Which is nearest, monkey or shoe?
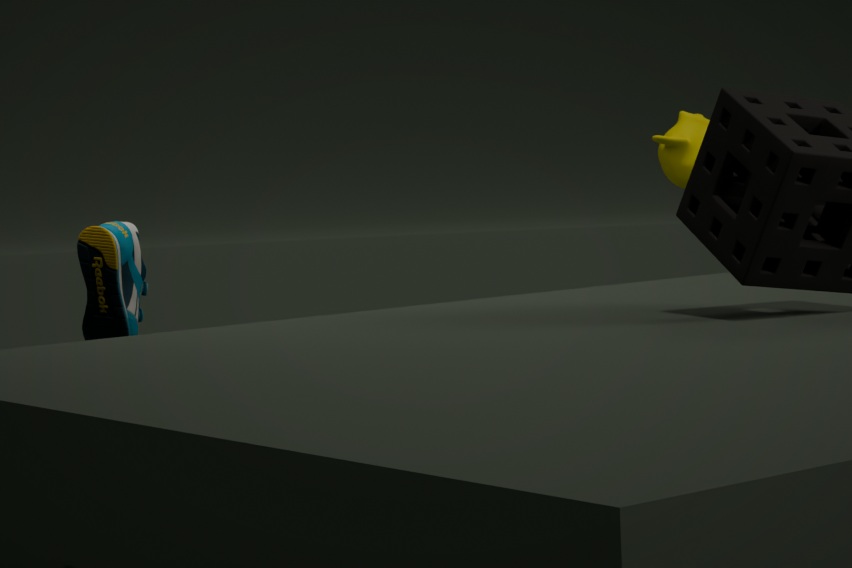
shoe
